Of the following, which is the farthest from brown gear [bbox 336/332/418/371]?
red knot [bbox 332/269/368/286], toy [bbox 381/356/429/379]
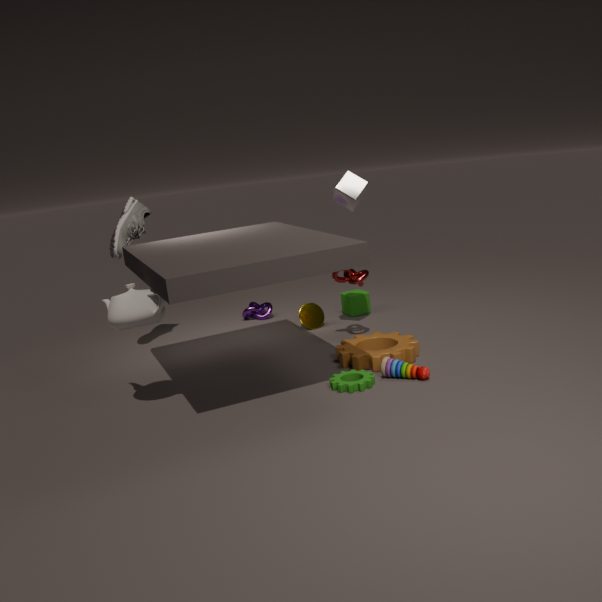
red knot [bbox 332/269/368/286]
